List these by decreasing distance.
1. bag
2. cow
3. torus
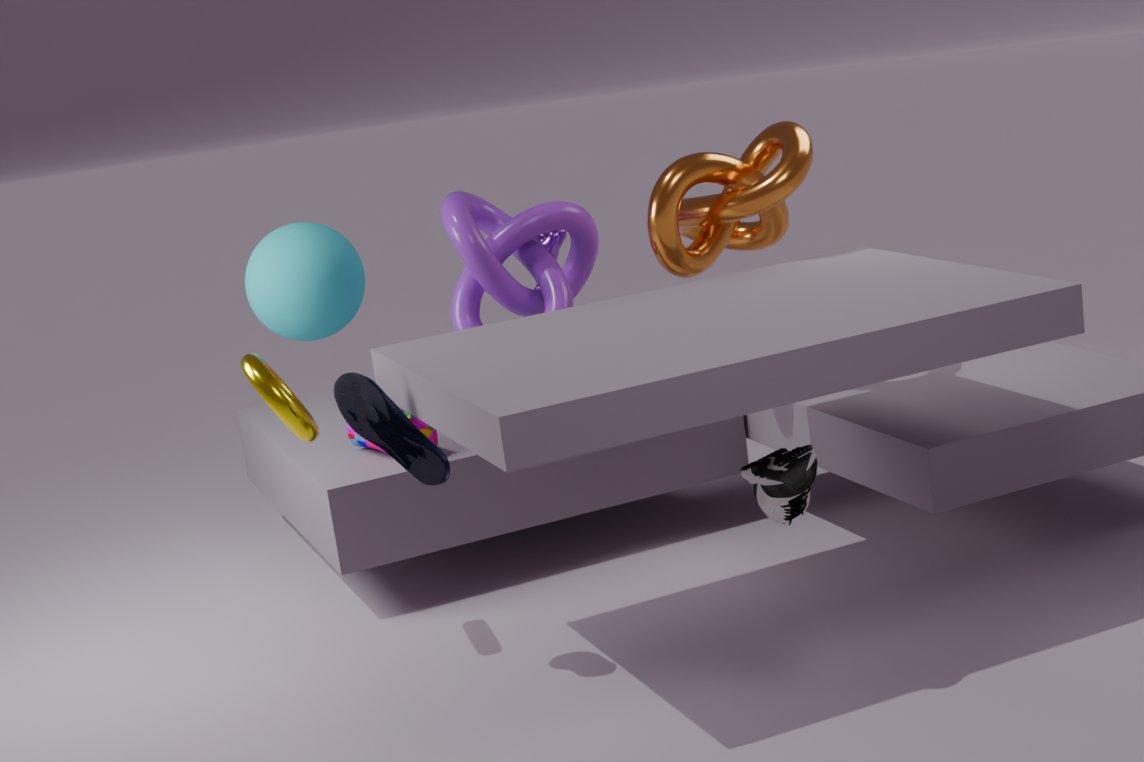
cow
bag
torus
